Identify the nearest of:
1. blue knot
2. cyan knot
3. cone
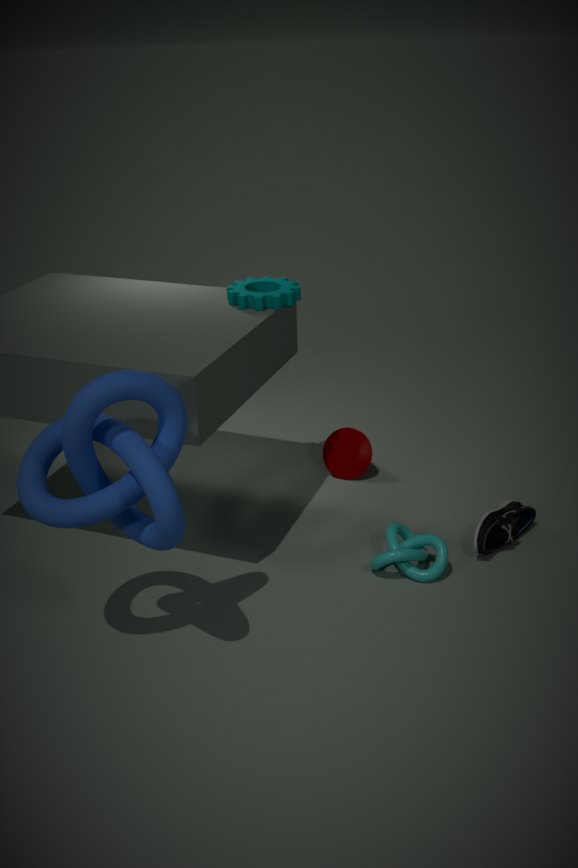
blue knot
